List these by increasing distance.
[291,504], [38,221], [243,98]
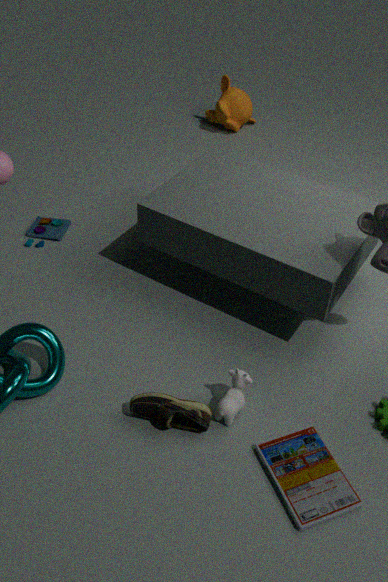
[291,504]
[38,221]
[243,98]
